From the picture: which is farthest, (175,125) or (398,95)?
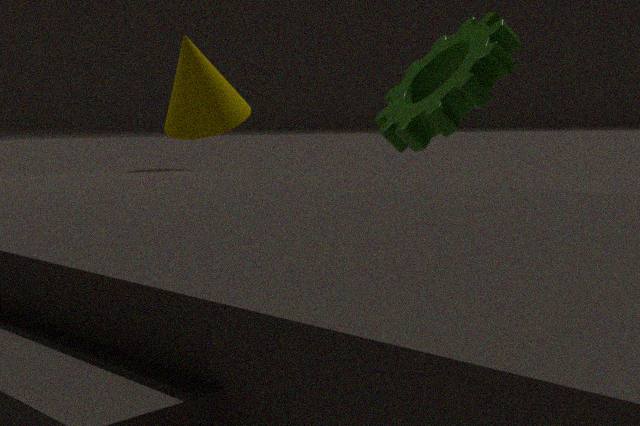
(398,95)
